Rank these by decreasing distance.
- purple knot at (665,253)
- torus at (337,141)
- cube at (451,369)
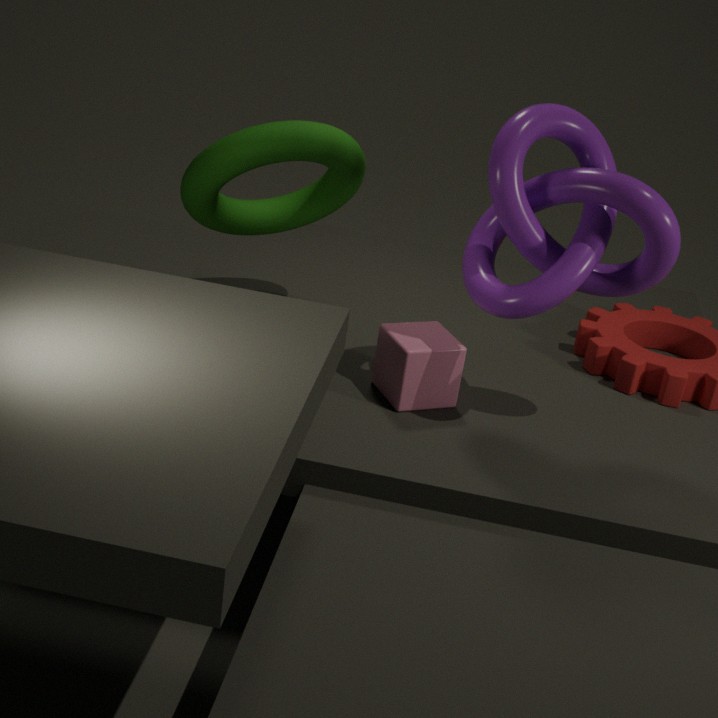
torus at (337,141)
cube at (451,369)
purple knot at (665,253)
